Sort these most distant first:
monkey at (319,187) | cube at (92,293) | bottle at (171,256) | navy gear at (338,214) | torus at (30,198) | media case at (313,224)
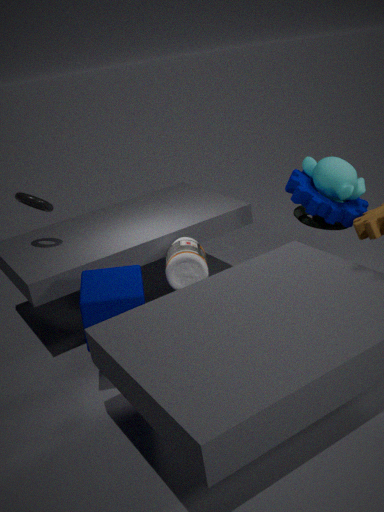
1. media case at (313,224)
2. torus at (30,198)
3. bottle at (171,256)
4. navy gear at (338,214)
5. monkey at (319,187)
6. cube at (92,293)
